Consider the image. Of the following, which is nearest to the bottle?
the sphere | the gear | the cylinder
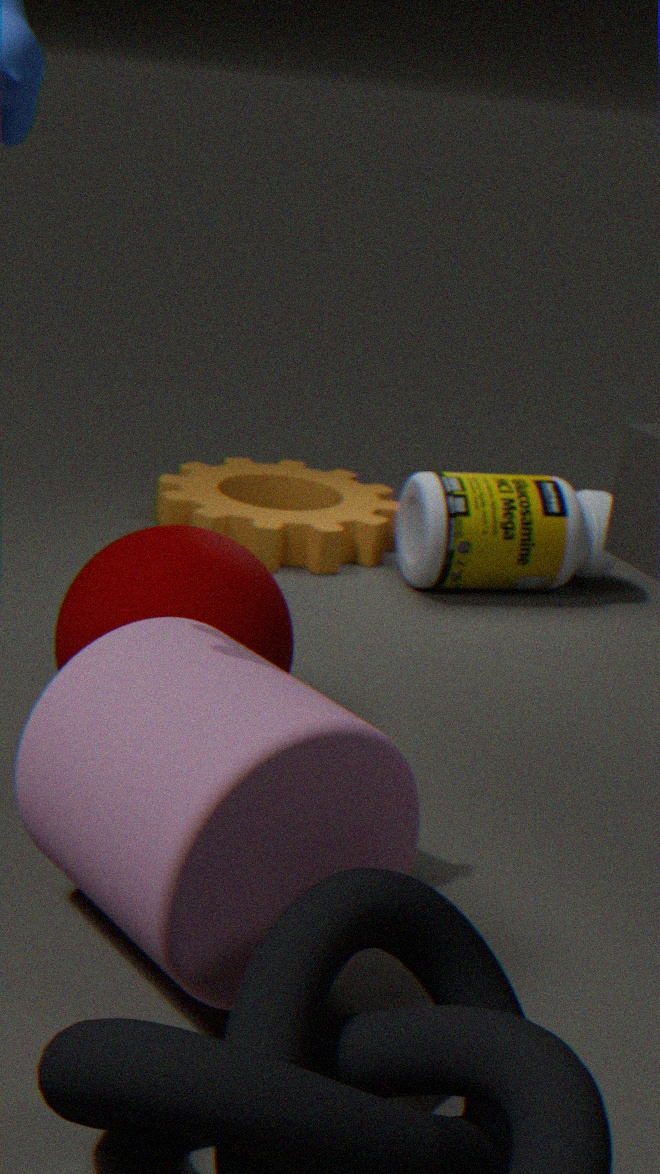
the gear
